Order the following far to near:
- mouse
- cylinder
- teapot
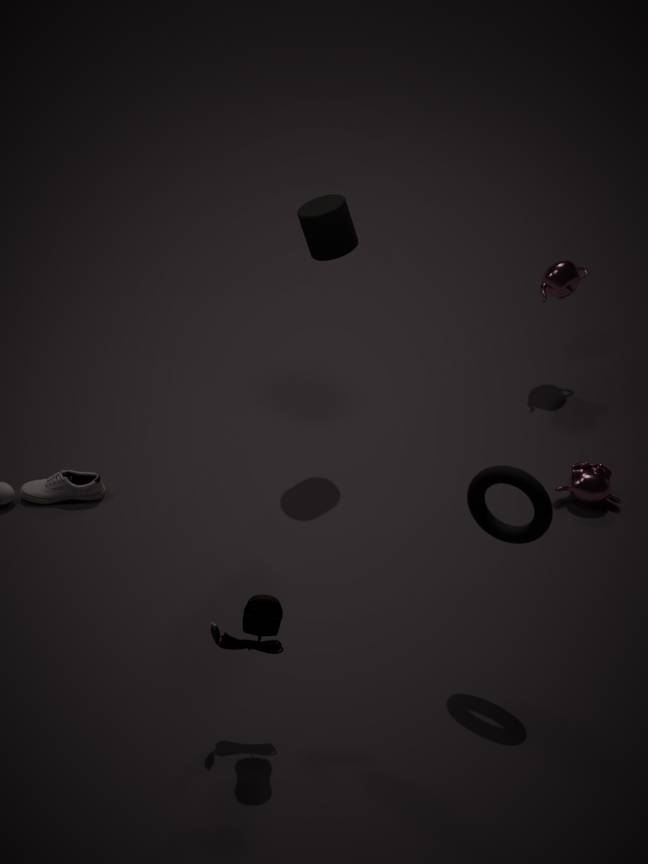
1. teapot
2. cylinder
3. mouse
